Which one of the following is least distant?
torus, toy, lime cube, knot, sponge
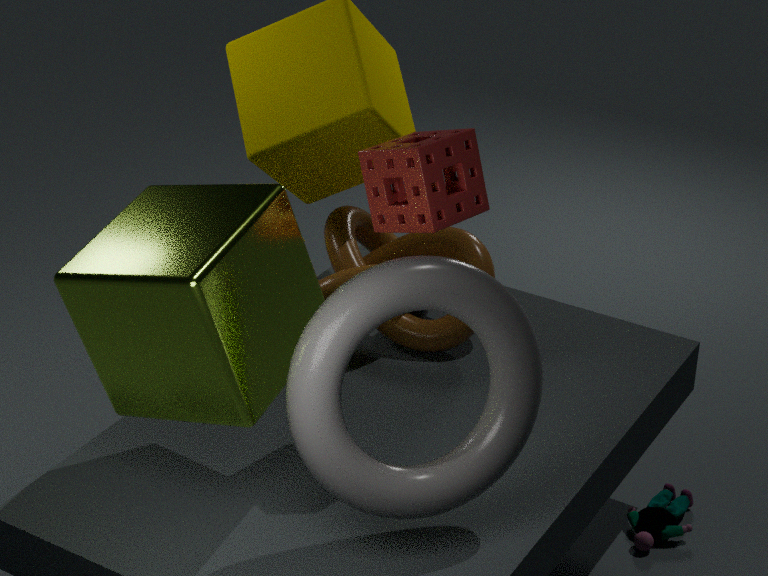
lime cube
